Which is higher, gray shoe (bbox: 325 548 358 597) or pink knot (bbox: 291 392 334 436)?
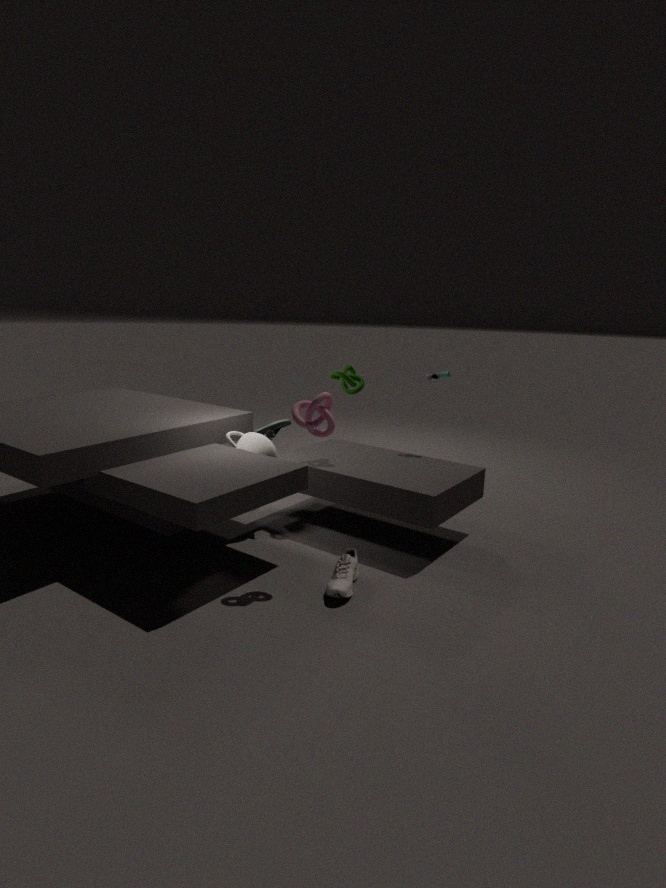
pink knot (bbox: 291 392 334 436)
